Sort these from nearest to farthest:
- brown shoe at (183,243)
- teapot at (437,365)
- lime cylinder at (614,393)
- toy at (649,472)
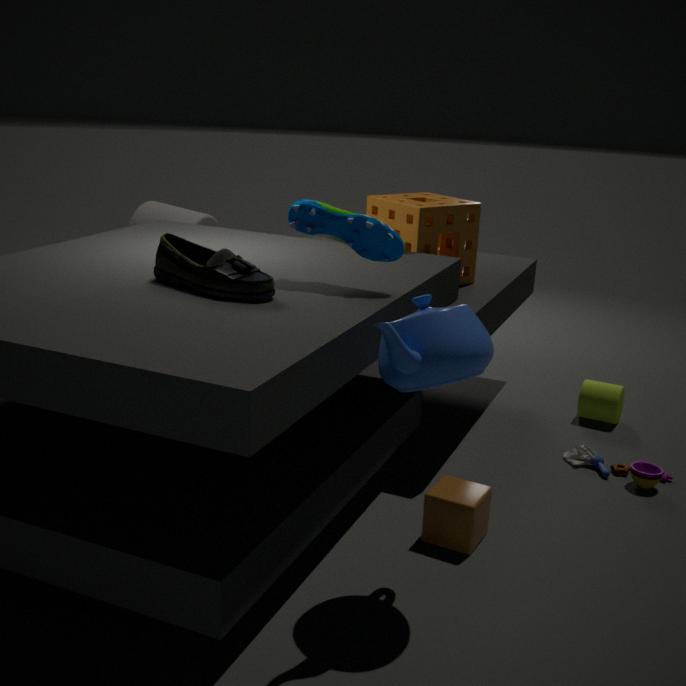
teapot at (437,365) < brown shoe at (183,243) < toy at (649,472) < lime cylinder at (614,393)
